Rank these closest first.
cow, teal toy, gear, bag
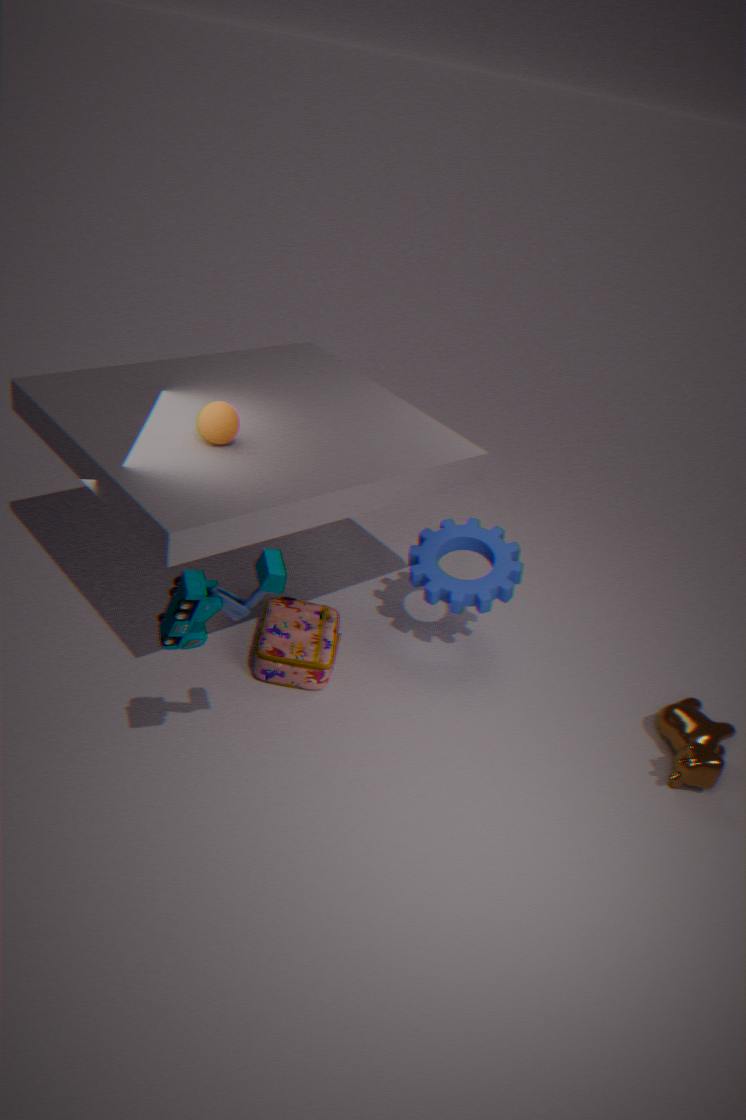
teal toy < cow < bag < gear
